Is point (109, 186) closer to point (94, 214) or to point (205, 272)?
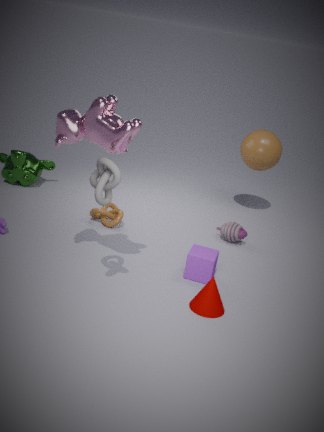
point (205, 272)
